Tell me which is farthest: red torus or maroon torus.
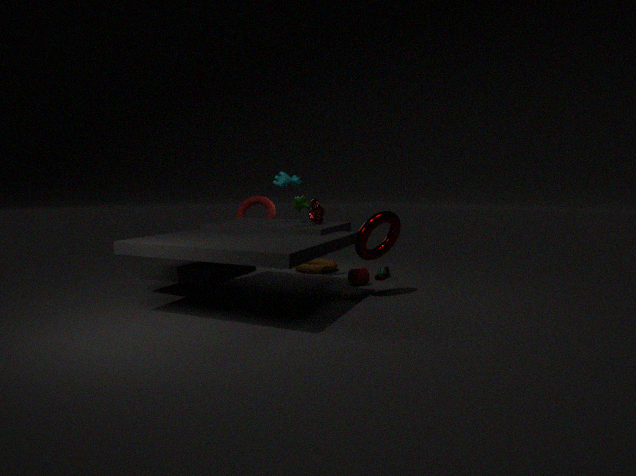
red torus
